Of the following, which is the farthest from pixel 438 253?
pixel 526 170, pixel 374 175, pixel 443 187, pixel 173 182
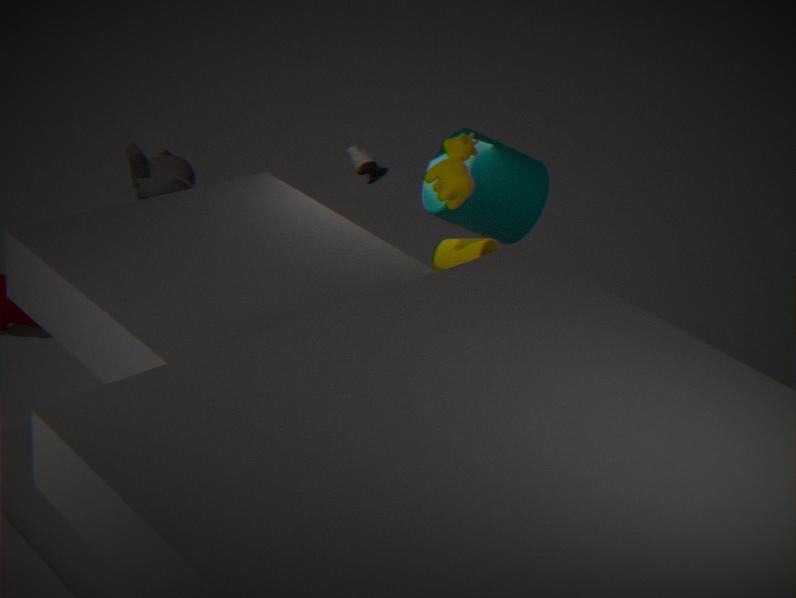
pixel 173 182
